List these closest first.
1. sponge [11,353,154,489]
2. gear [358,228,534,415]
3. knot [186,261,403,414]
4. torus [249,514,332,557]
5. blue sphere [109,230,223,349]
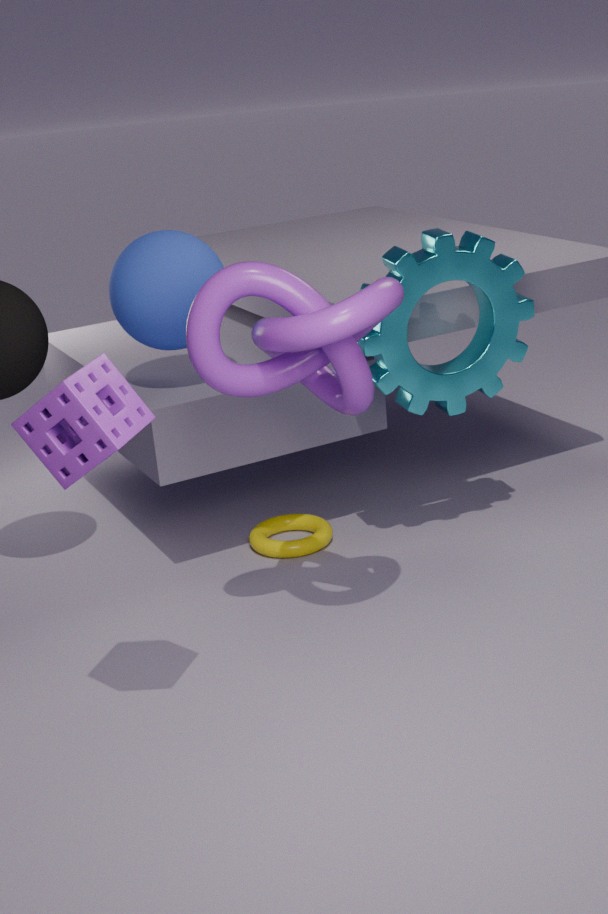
sponge [11,353,154,489]
knot [186,261,403,414]
gear [358,228,534,415]
blue sphere [109,230,223,349]
torus [249,514,332,557]
